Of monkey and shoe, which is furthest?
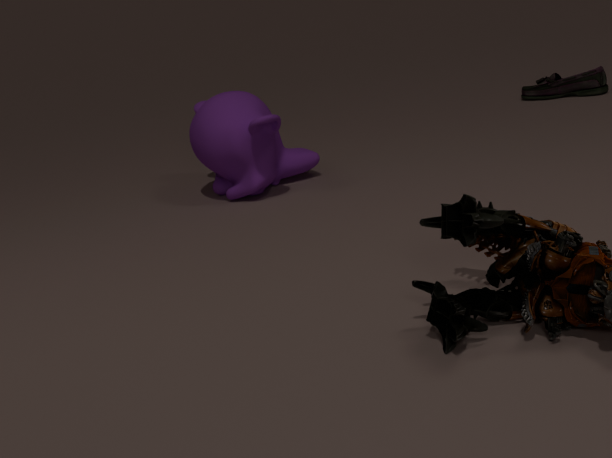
shoe
